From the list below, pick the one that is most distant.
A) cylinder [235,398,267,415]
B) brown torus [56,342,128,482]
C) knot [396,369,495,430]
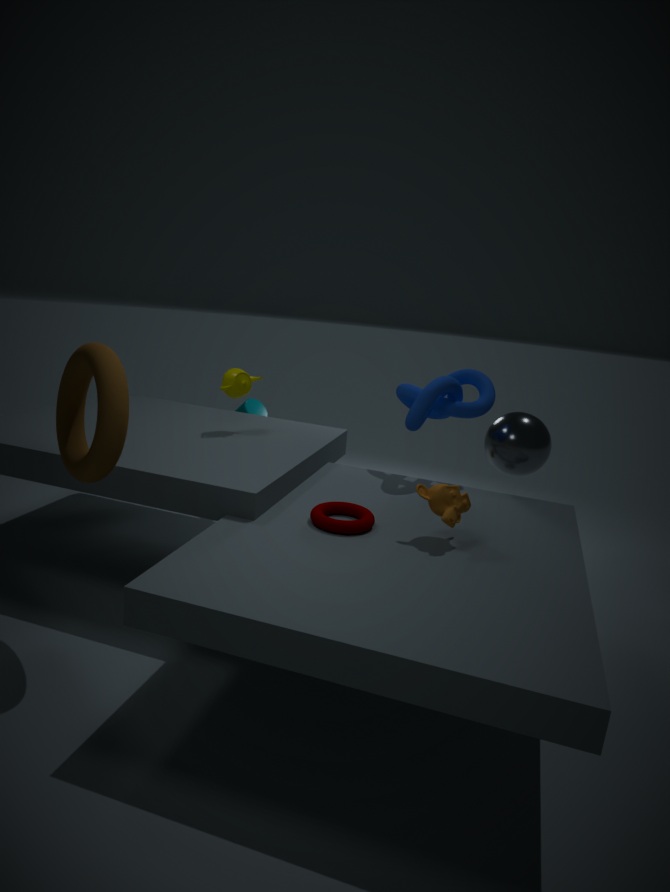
cylinder [235,398,267,415]
